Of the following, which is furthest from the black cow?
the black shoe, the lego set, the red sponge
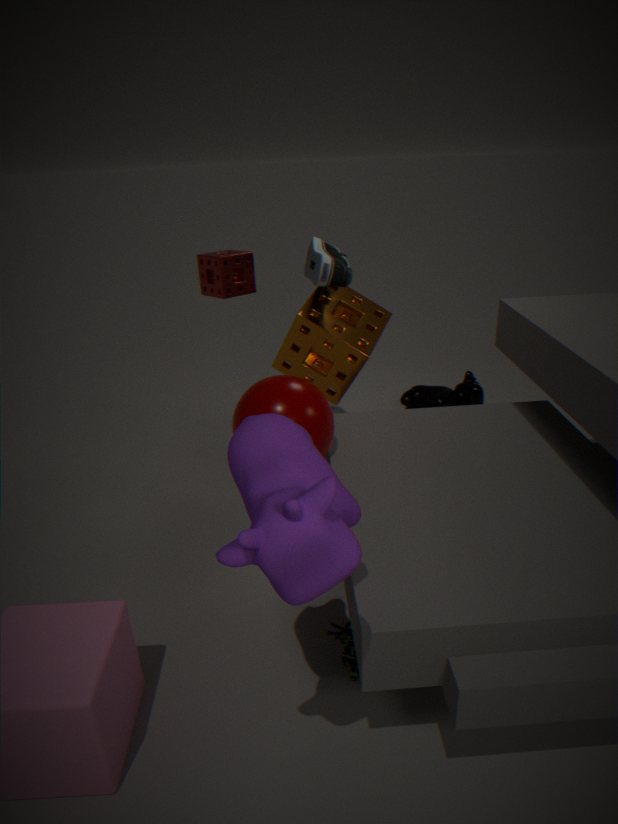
the lego set
